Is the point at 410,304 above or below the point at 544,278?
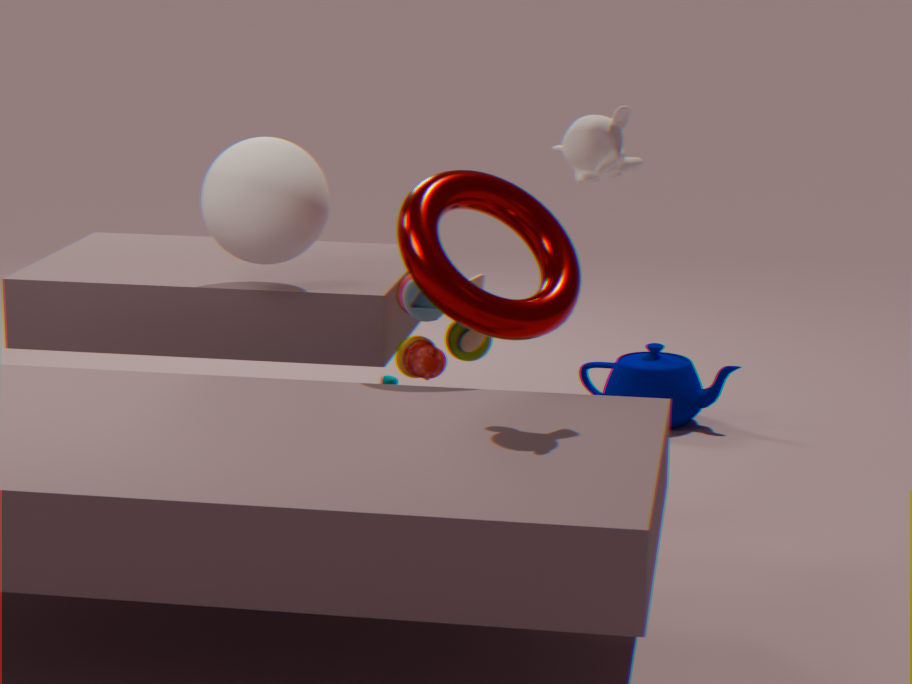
below
